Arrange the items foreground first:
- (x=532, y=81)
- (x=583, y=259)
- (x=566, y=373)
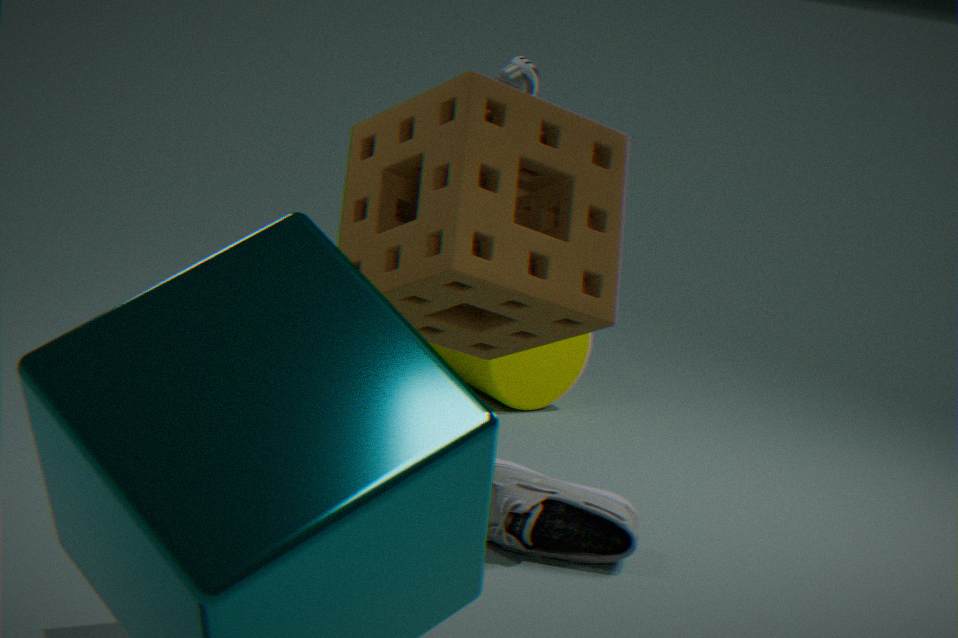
(x=583, y=259) → (x=532, y=81) → (x=566, y=373)
